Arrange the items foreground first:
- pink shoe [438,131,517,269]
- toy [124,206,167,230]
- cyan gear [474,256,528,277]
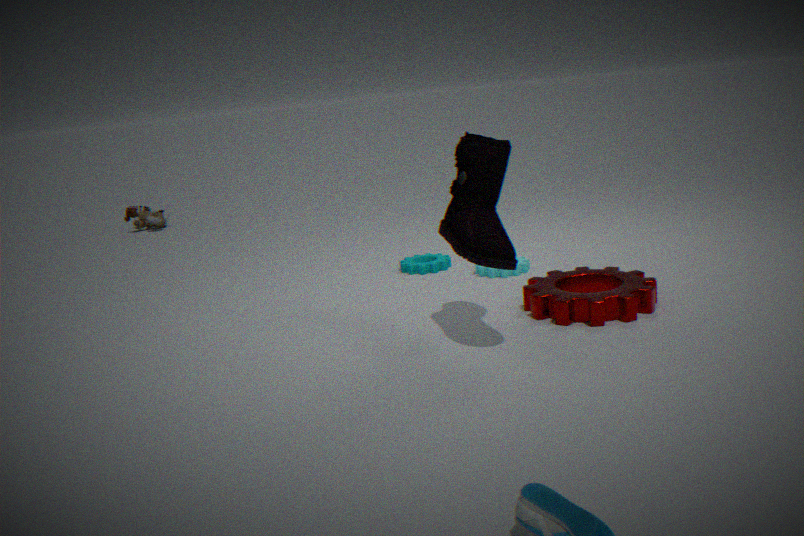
pink shoe [438,131,517,269] → cyan gear [474,256,528,277] → toy [124,206,167,230]
